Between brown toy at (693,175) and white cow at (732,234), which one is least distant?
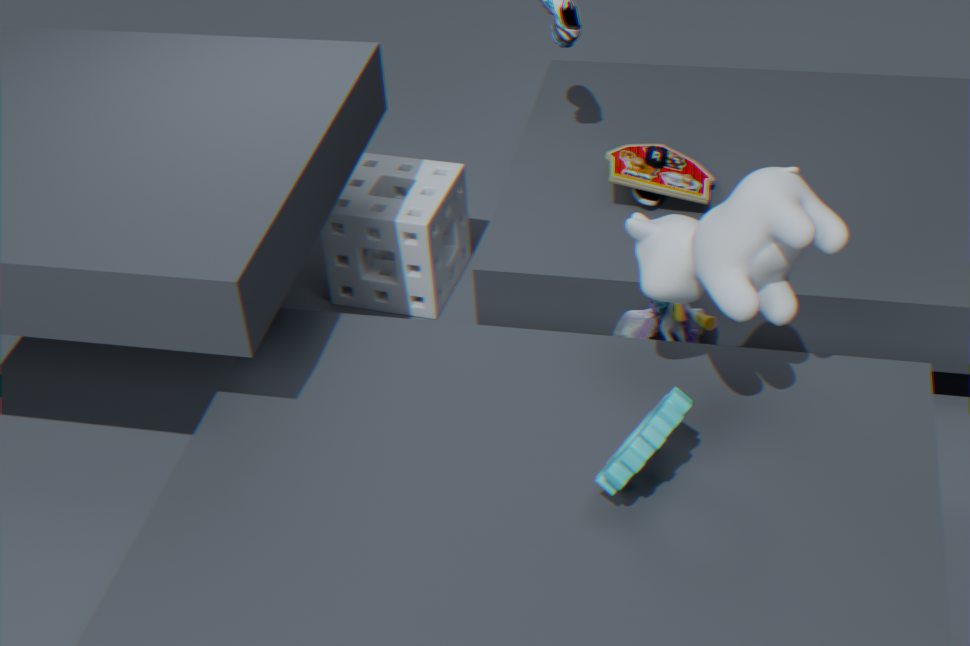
white cow at (732,234)
